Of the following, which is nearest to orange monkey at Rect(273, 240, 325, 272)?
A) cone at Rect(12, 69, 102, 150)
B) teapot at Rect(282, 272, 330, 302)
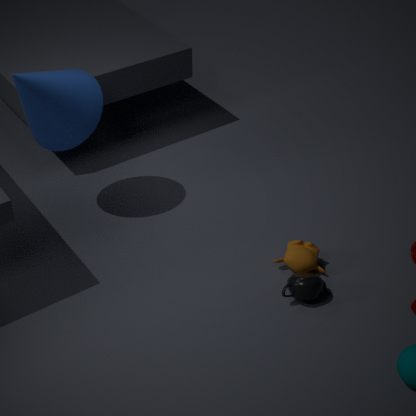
teapot at Rect(282, 272, 330, 302)
